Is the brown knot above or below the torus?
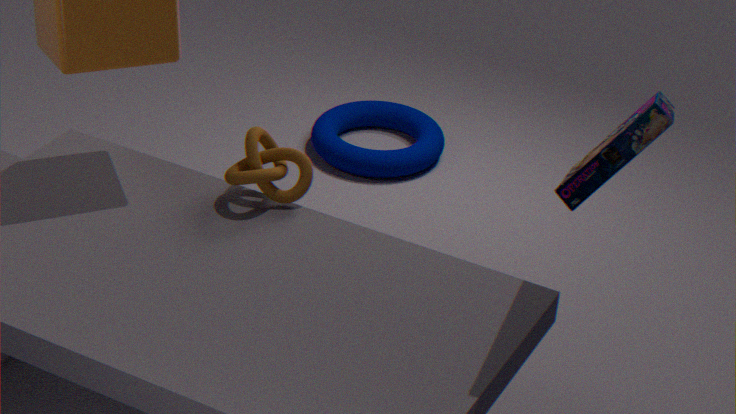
above
